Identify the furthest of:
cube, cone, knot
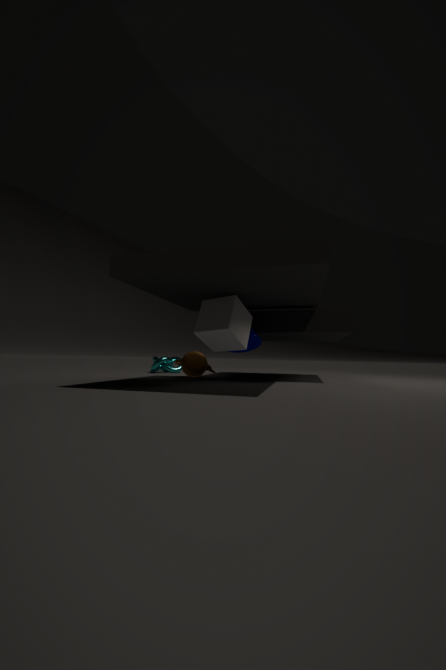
knot
